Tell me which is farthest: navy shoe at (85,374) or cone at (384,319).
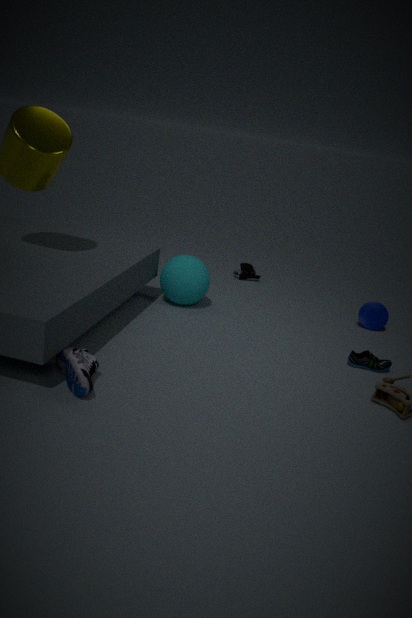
cone at (384,319)
